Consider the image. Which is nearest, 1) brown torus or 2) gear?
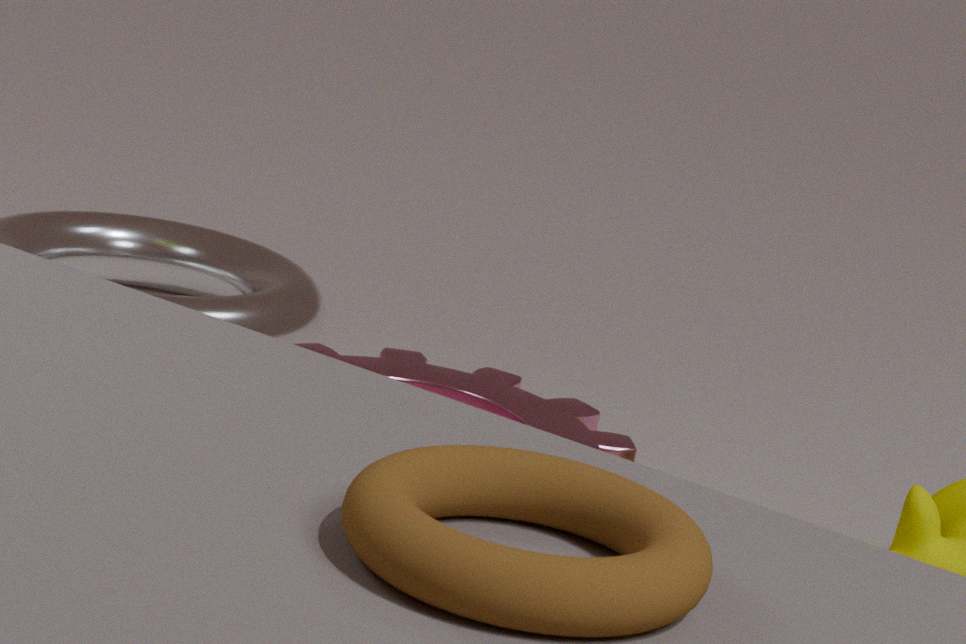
1. brown torus
